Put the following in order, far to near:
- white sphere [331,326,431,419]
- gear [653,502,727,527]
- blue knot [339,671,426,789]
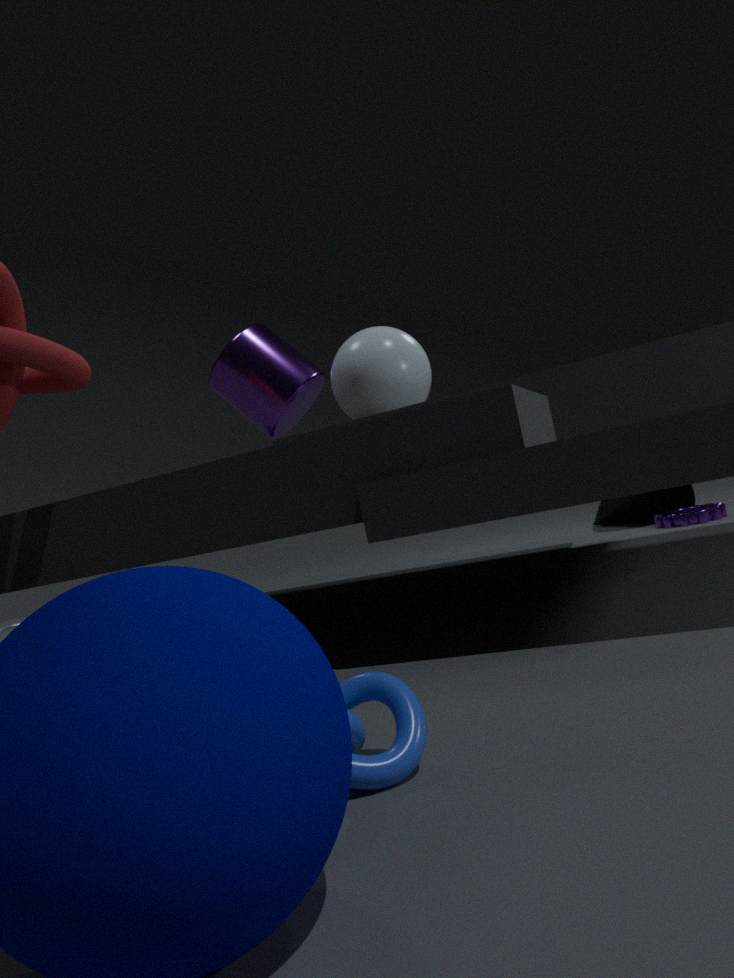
gear [653,502,727,527]
white sphere [331,326,431,419]
blue knot [339,671,426,789]
